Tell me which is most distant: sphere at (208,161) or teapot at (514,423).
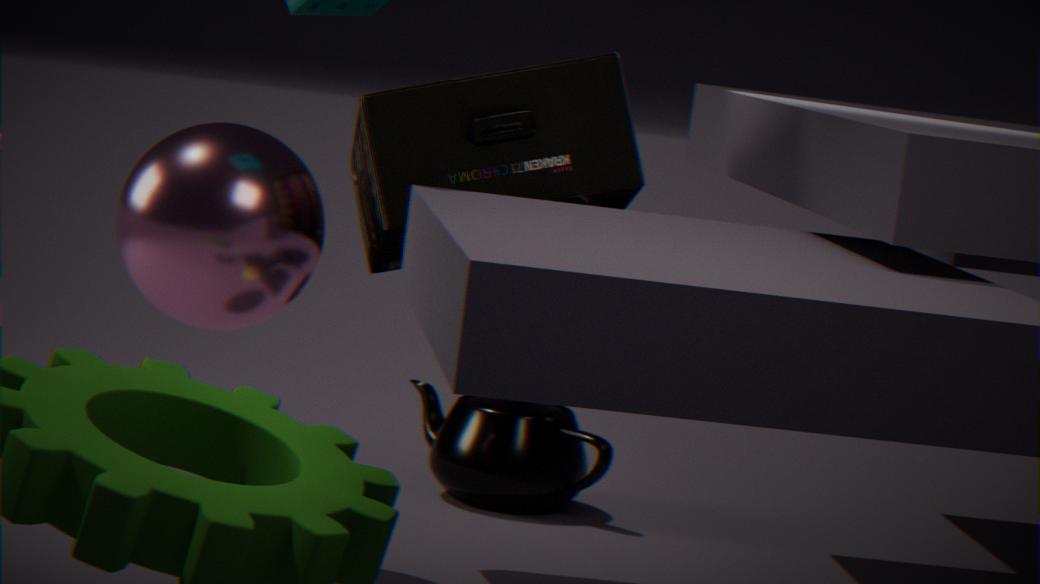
teapot at (514,423)
